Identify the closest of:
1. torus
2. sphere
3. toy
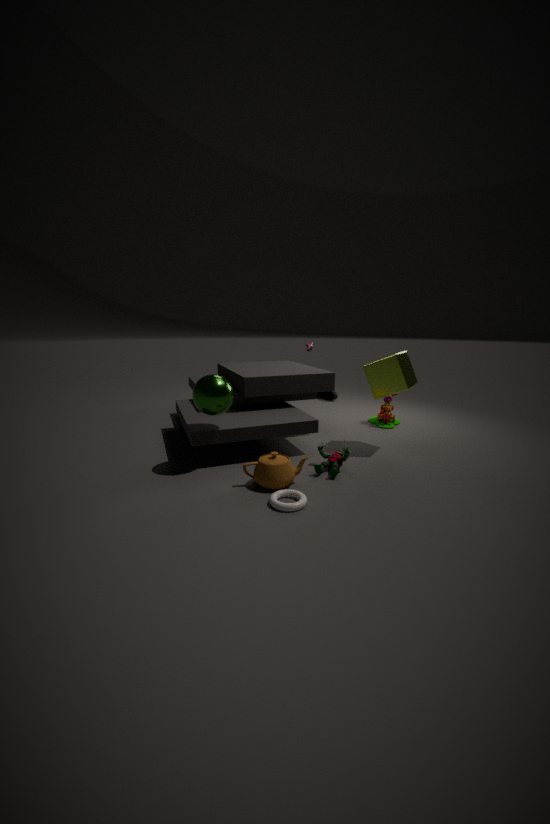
torus
